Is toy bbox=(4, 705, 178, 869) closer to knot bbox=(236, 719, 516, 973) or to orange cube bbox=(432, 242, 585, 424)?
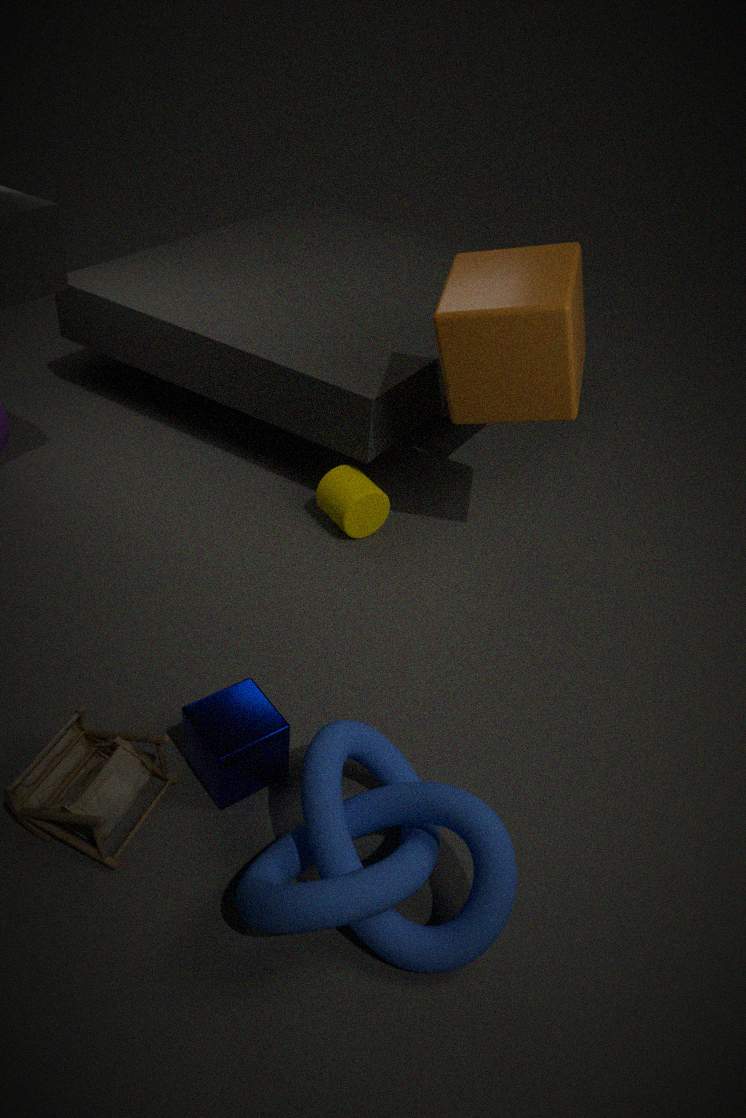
knot bbox=(236, 719, 516, 973)
